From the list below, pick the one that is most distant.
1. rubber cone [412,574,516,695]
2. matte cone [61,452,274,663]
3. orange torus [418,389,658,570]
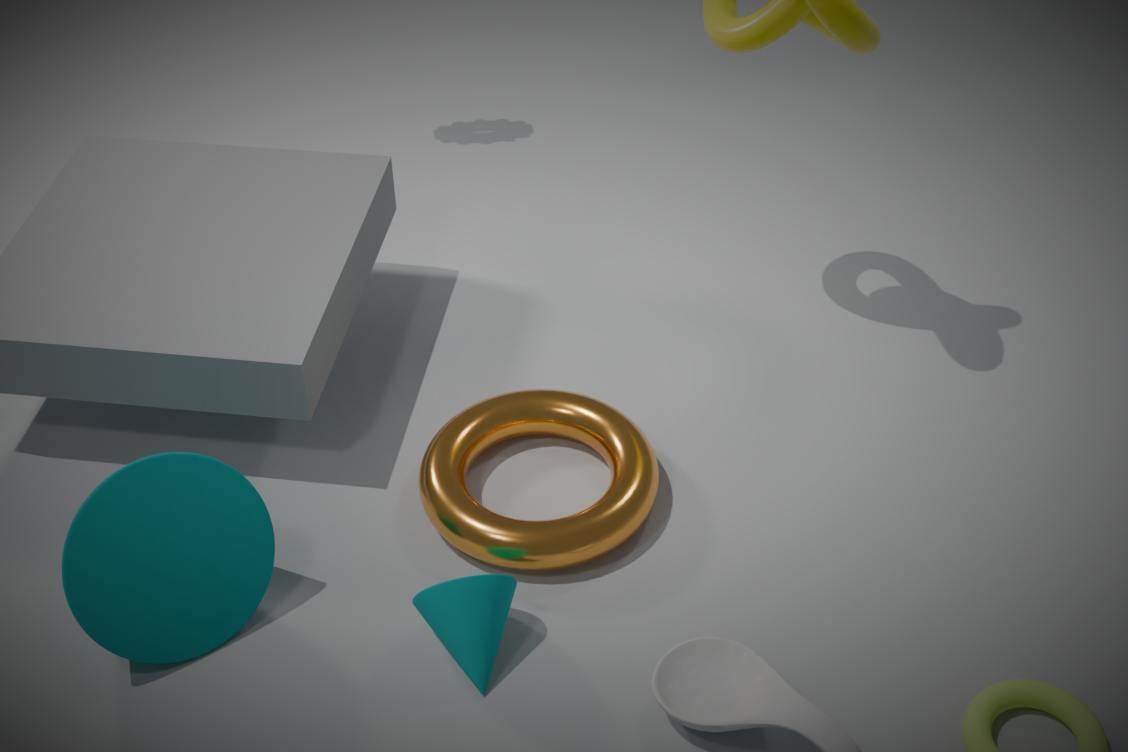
orange torus [418,389,658,570]
